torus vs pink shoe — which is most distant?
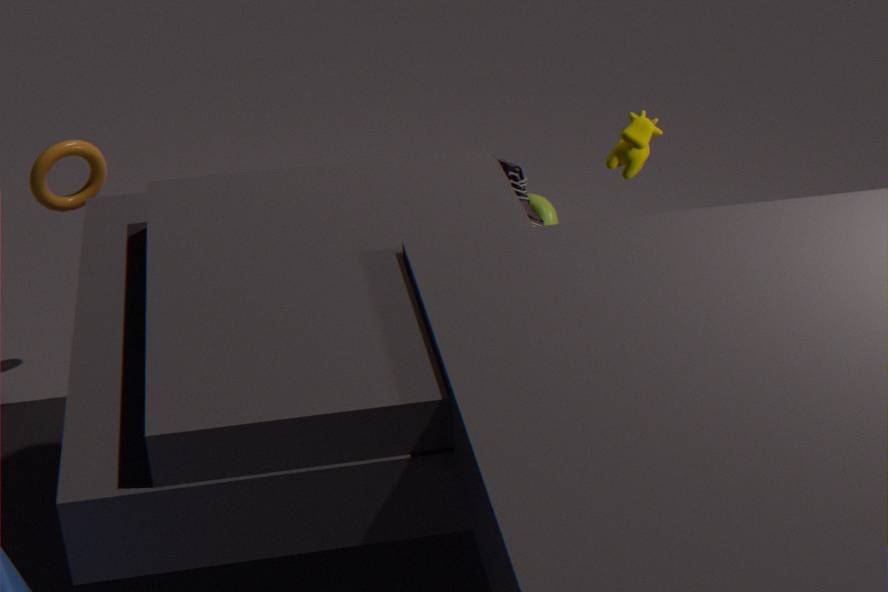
pink shoe
